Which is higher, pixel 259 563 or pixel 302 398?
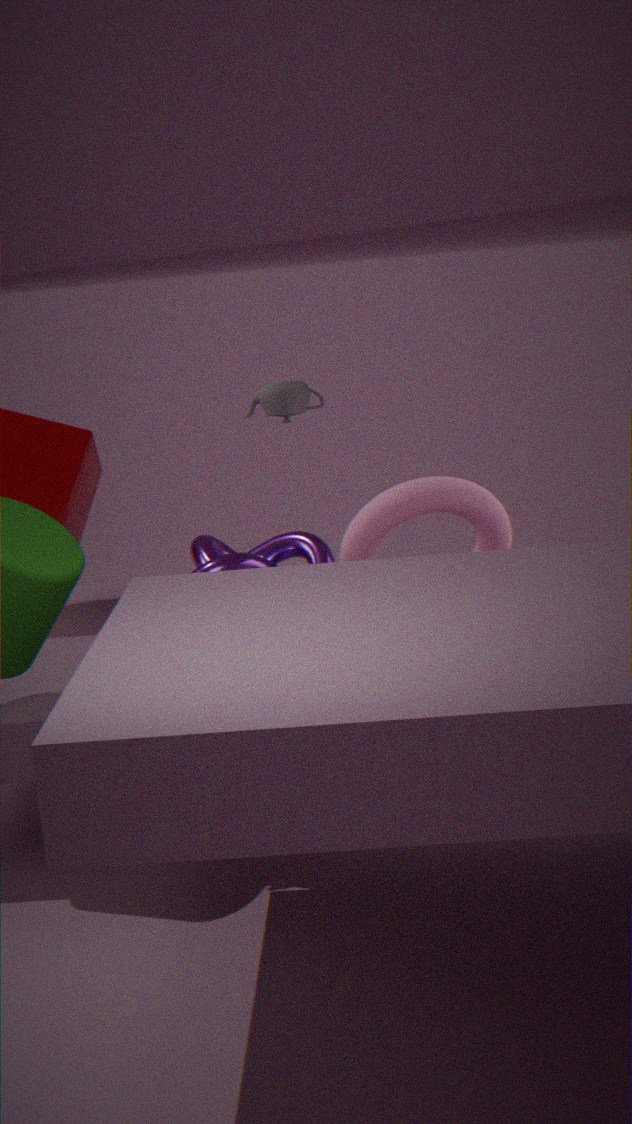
pixel 302 398
